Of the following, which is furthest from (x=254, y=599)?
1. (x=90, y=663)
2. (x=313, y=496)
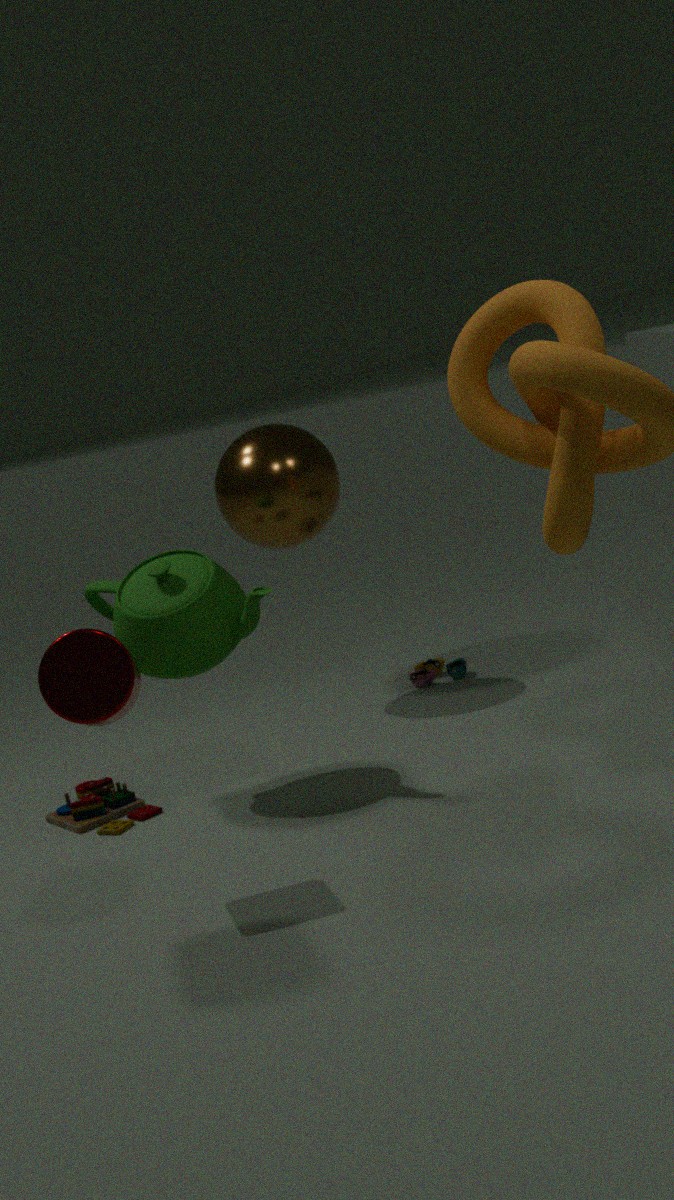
(x=313, y=496)
